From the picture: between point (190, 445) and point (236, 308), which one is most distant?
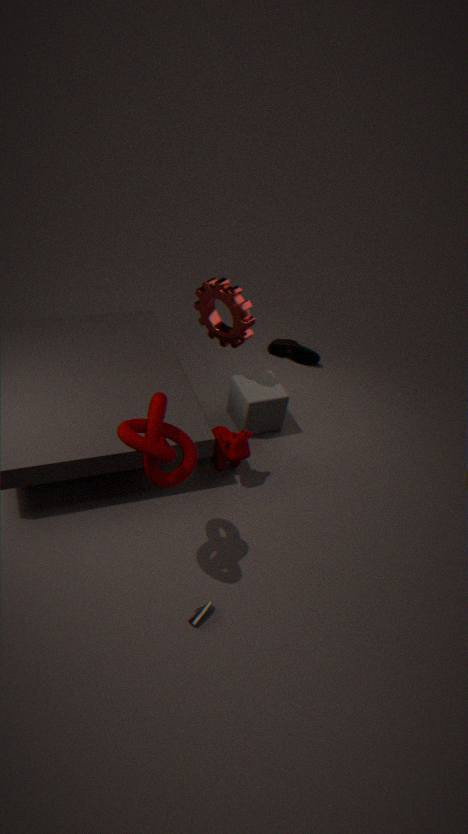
point (236, 308)
